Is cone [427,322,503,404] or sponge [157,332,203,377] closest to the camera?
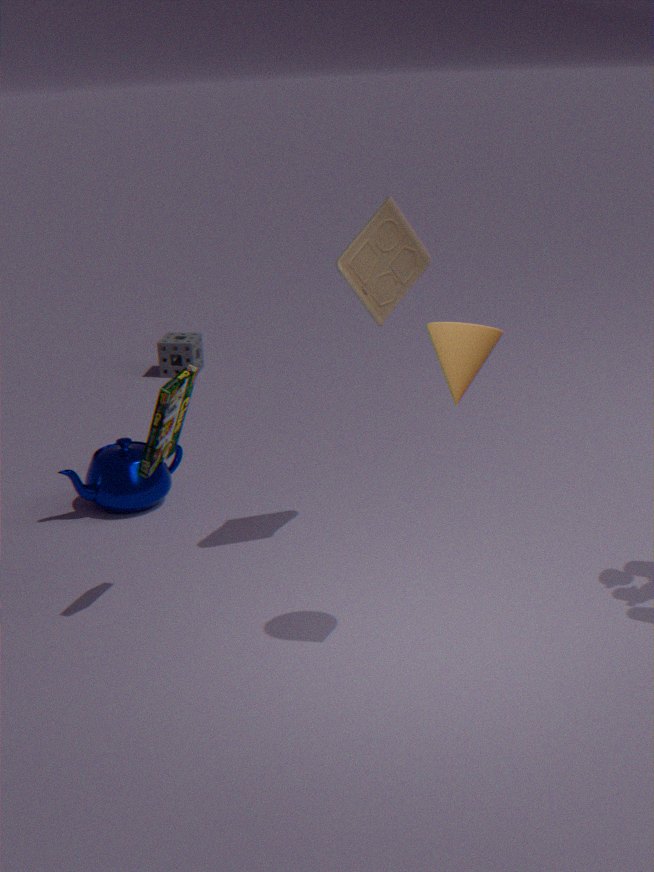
cone [427,322,503,404]
